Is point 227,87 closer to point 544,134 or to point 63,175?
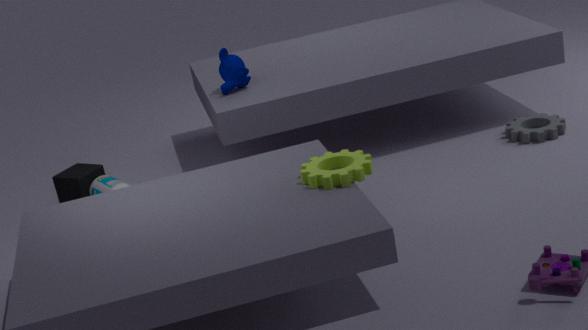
point 63,175
